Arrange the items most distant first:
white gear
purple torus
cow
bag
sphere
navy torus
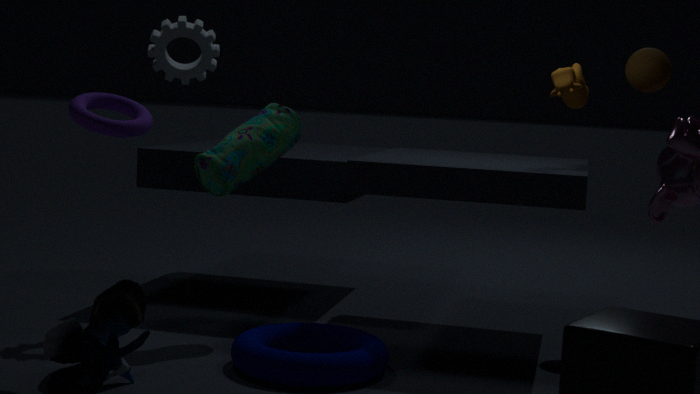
sphere → white gear → bag → cow → navy torus → purple torus
